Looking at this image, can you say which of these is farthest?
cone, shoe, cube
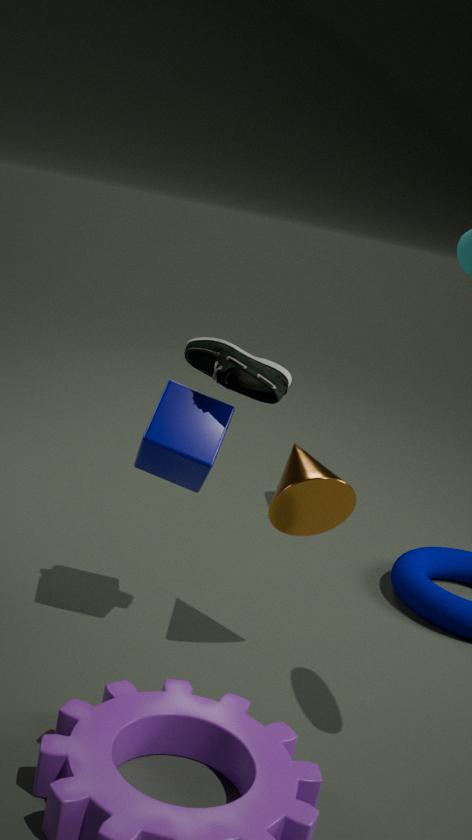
cube
